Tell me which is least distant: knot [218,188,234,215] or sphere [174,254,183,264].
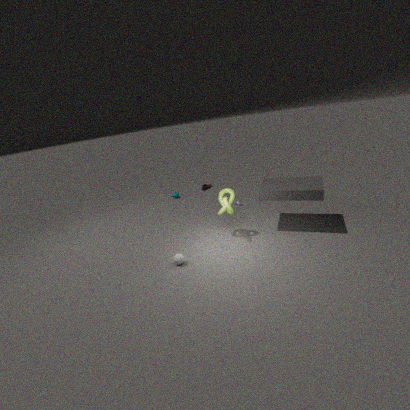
sphere [174,254,183,264]
